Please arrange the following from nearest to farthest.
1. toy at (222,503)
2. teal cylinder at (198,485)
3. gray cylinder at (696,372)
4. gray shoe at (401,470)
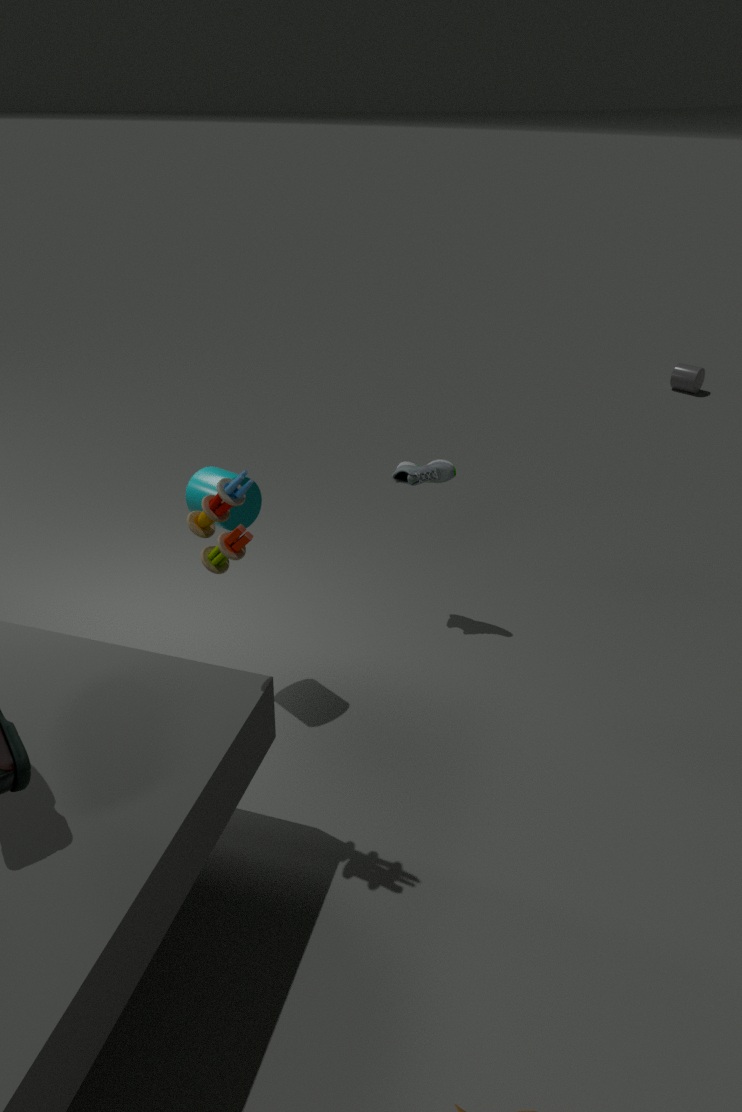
toy at (222,503), teal cylinder at (198,485), gray shoe at (401,470), gray cylinder at (696,372)
